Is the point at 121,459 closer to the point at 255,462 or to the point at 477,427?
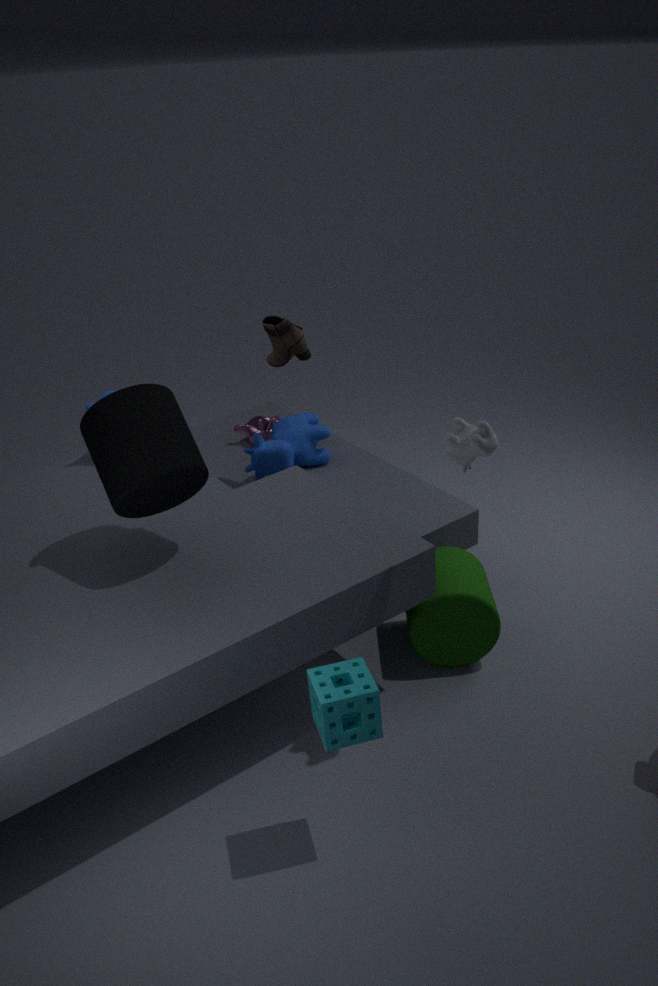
the point at 477,427
